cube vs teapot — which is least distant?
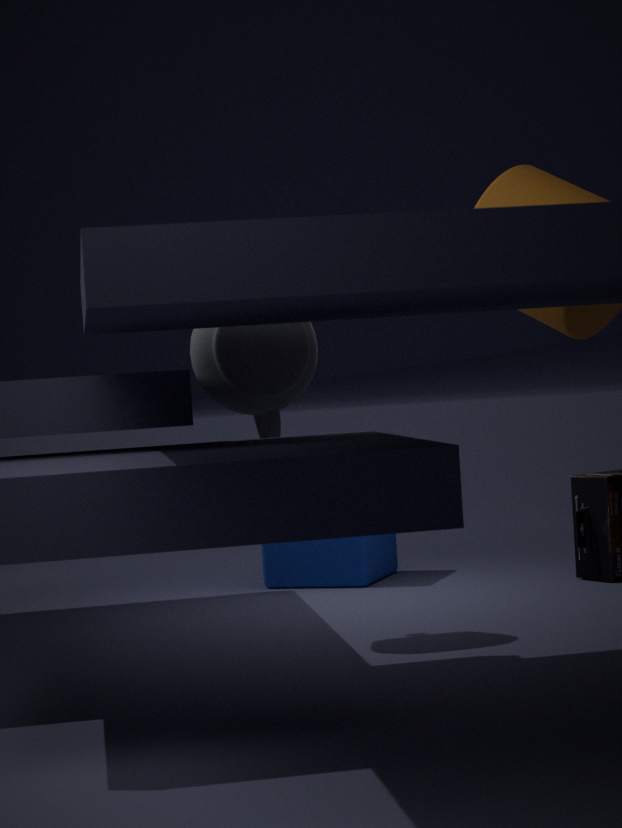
teapot
